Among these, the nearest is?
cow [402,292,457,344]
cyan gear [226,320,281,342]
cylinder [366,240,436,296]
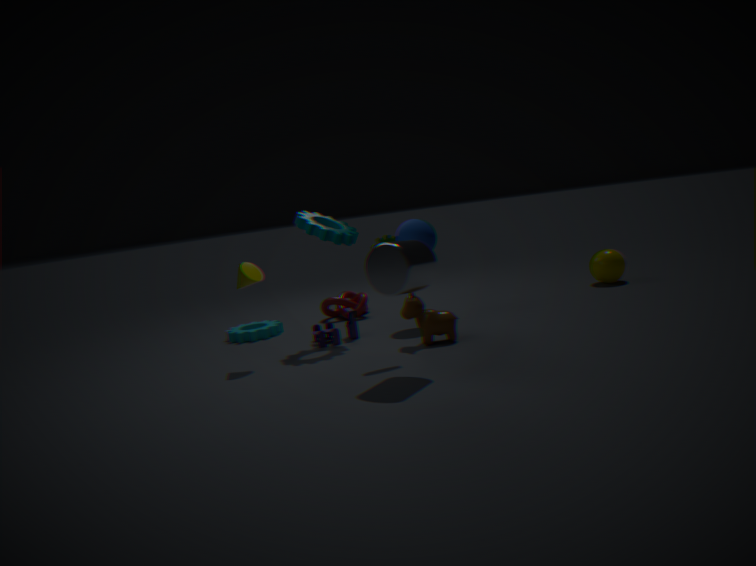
cylinder [366,240,436,296]
